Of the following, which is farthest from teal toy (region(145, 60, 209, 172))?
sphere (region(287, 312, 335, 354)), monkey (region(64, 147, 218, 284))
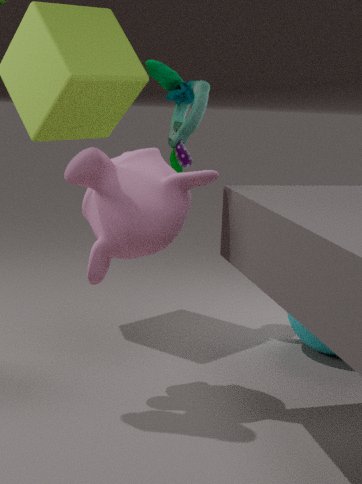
sphere (region(287, 312, 335, 354))
